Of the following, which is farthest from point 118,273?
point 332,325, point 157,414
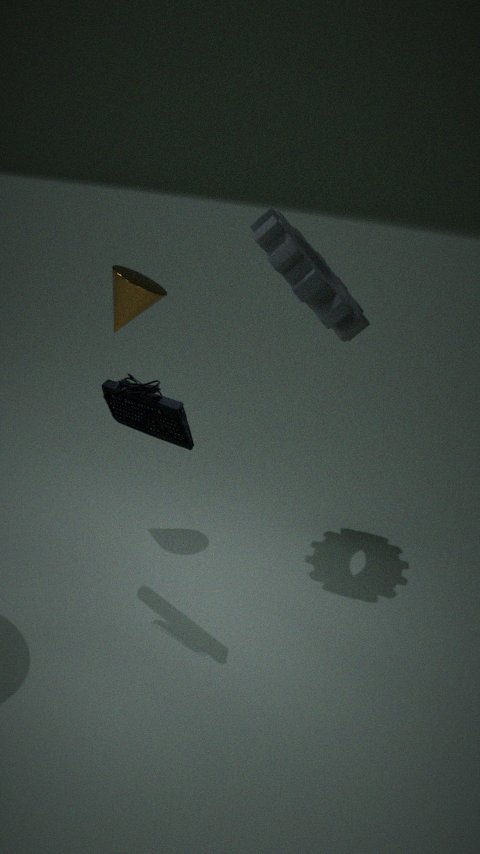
point 157,414
